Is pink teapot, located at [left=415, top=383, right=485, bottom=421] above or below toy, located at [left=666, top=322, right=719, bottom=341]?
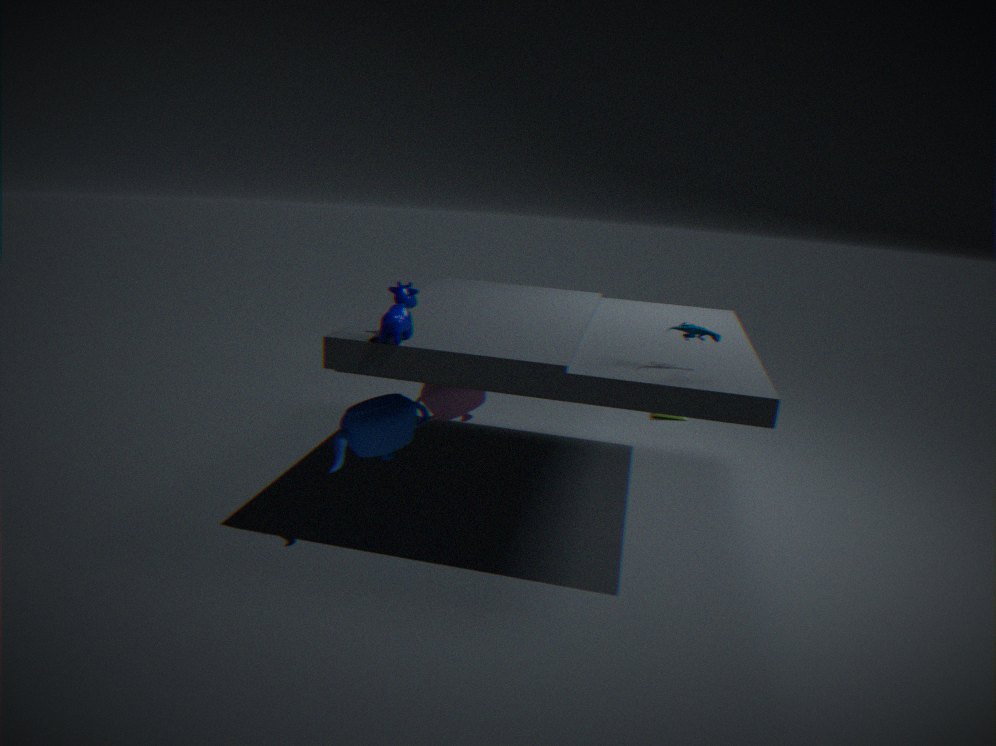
below
